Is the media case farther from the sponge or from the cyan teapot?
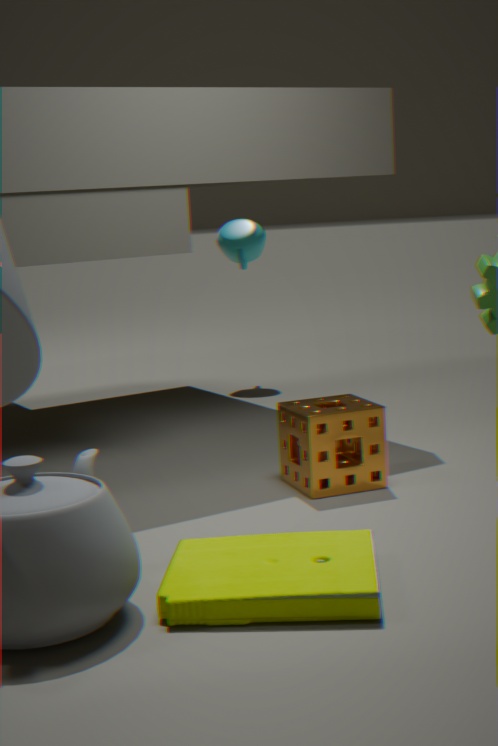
the cyan teapot
